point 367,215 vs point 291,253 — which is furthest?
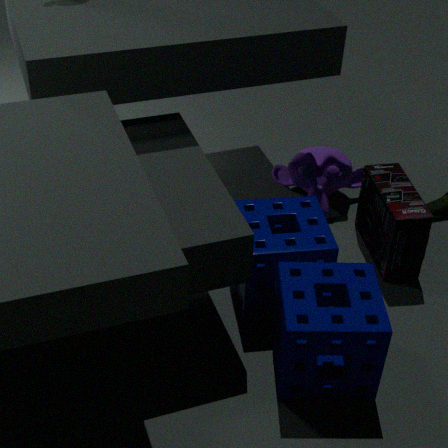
point 367,215
